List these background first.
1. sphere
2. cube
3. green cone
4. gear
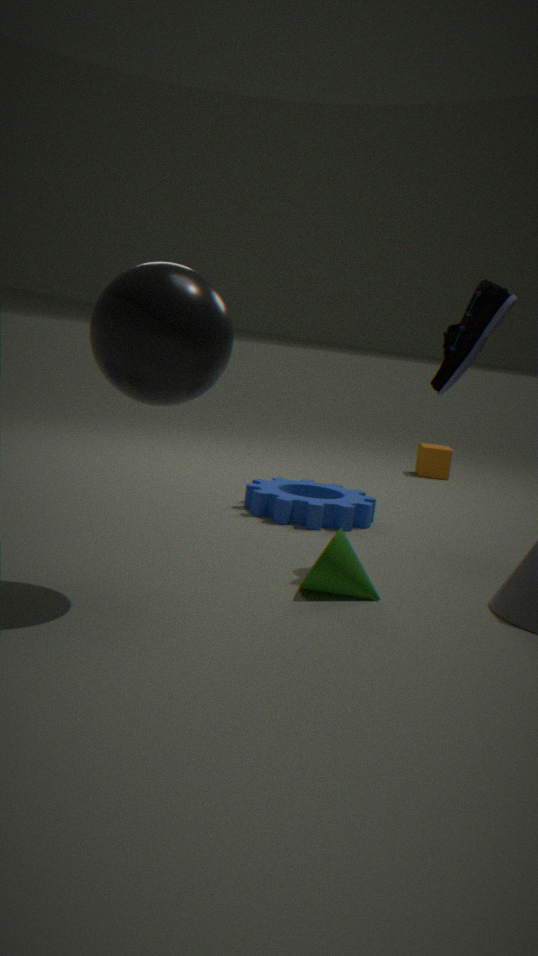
1. cube
2. gear
3. green cone
4. sphere
